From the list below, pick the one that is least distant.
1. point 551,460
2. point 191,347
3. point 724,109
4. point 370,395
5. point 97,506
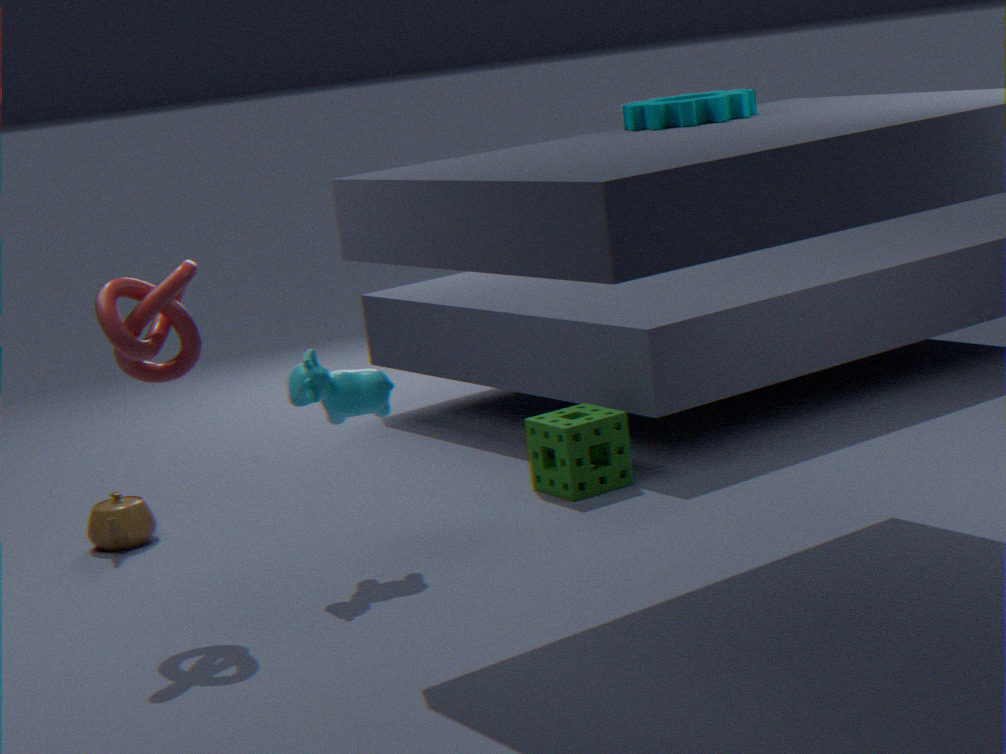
point 724,109
